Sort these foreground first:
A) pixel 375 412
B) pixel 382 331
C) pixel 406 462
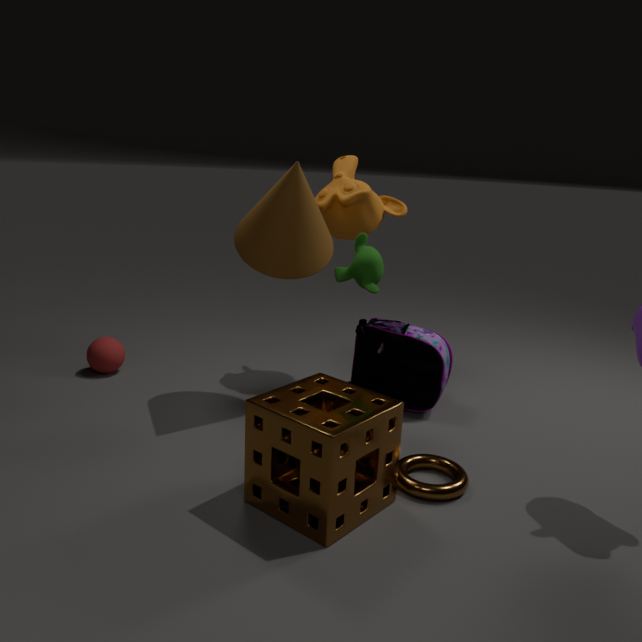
1. pixel 375 412
2. pixel 406 462
3. pixel 382 331
